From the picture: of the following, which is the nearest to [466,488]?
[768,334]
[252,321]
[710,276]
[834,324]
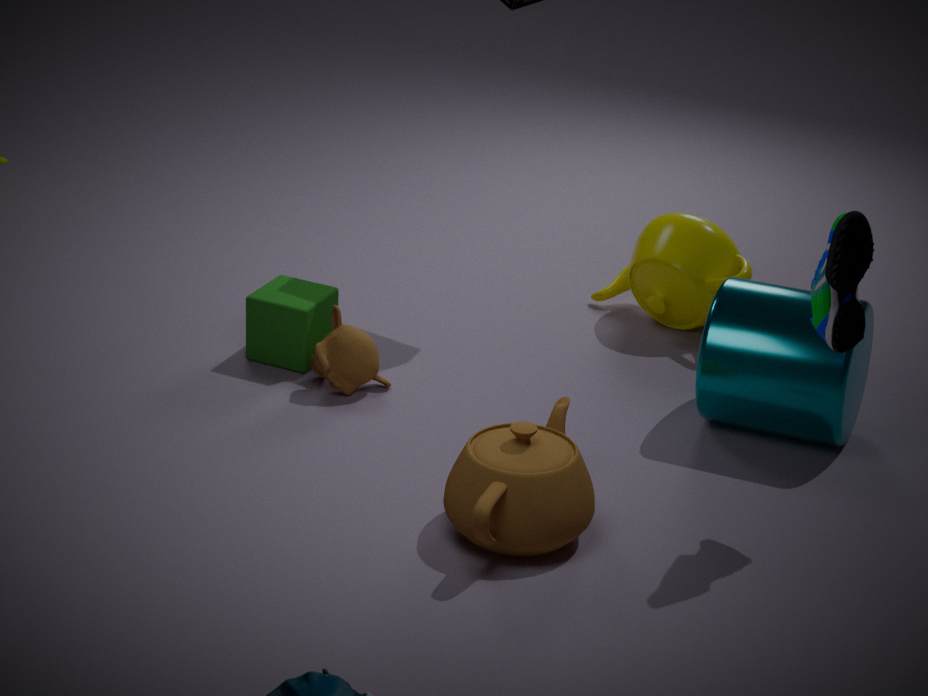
[834,324]
